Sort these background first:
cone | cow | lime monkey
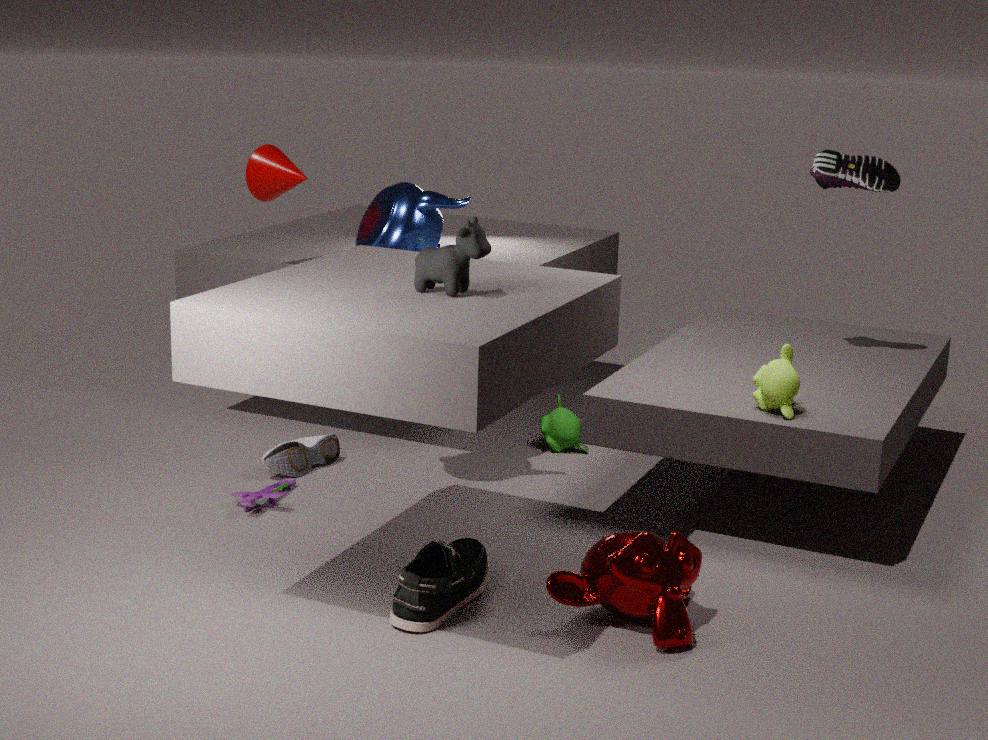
1. cone
2. lime monkey
3. cow
